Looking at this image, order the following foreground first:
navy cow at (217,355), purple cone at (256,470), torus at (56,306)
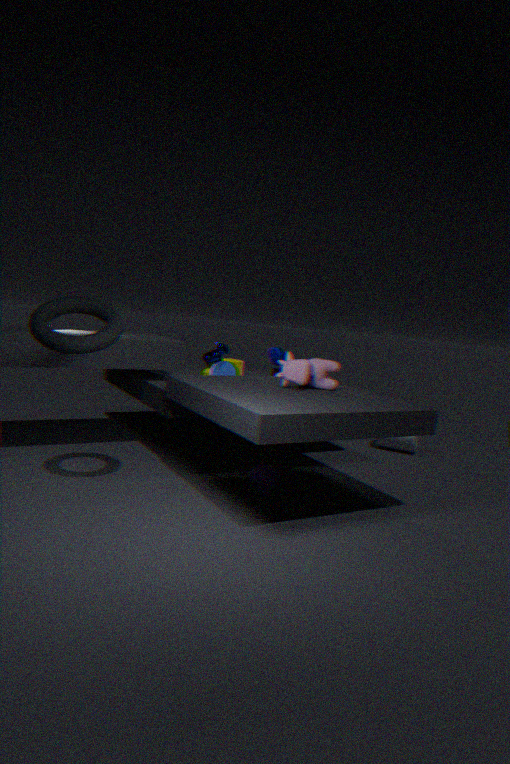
torus at (56,306)
purple cone at (256,470)
navy cow at (217,355)
